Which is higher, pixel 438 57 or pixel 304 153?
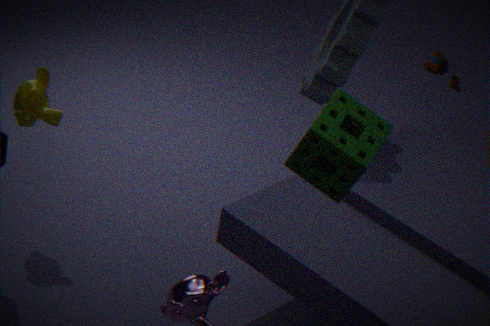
pixel 304 153
